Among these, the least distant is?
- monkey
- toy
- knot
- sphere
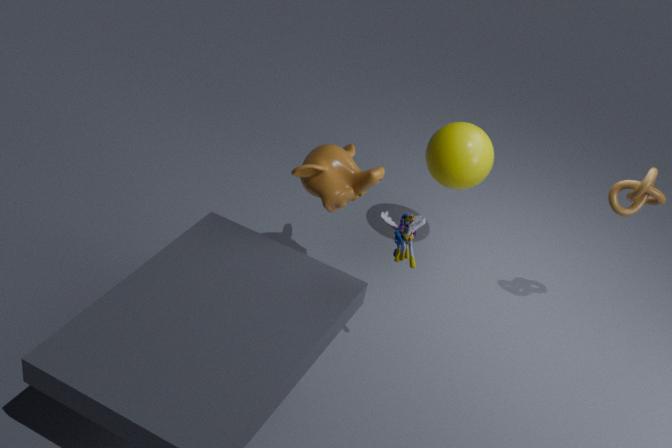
toy
